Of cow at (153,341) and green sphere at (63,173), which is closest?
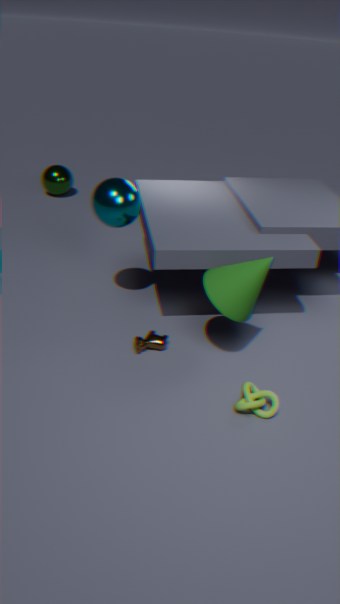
cow at (153,341)
